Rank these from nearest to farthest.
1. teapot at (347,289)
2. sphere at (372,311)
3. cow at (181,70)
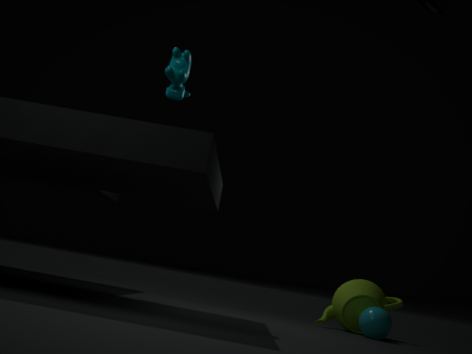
1. cow at (181,70)
2. sphere at (372,311)
3. teapot at (347,289)
